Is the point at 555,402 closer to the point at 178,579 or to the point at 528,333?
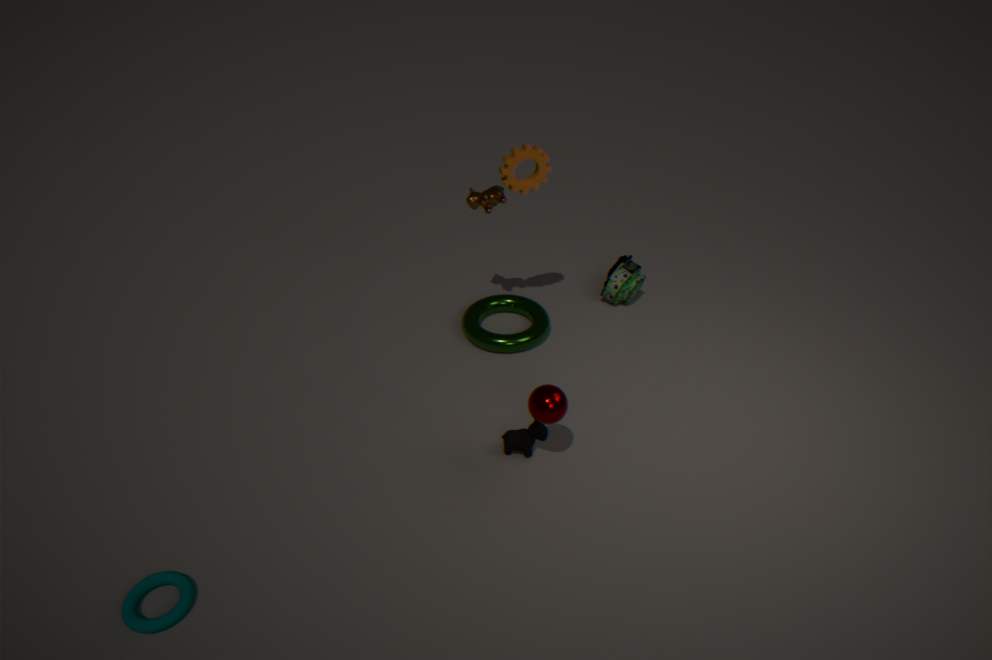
the point at 528,333
